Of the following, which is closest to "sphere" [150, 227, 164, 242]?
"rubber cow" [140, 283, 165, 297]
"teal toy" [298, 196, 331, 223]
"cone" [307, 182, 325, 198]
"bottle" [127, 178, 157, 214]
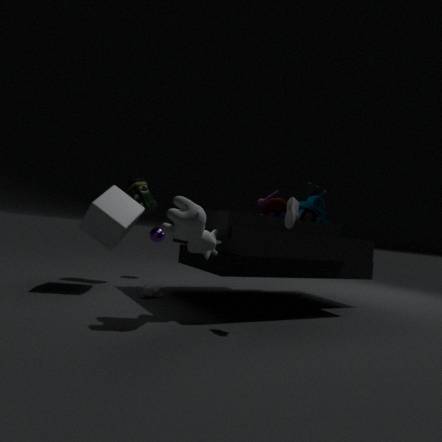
"bottle" [127, 178, 157, 214]
